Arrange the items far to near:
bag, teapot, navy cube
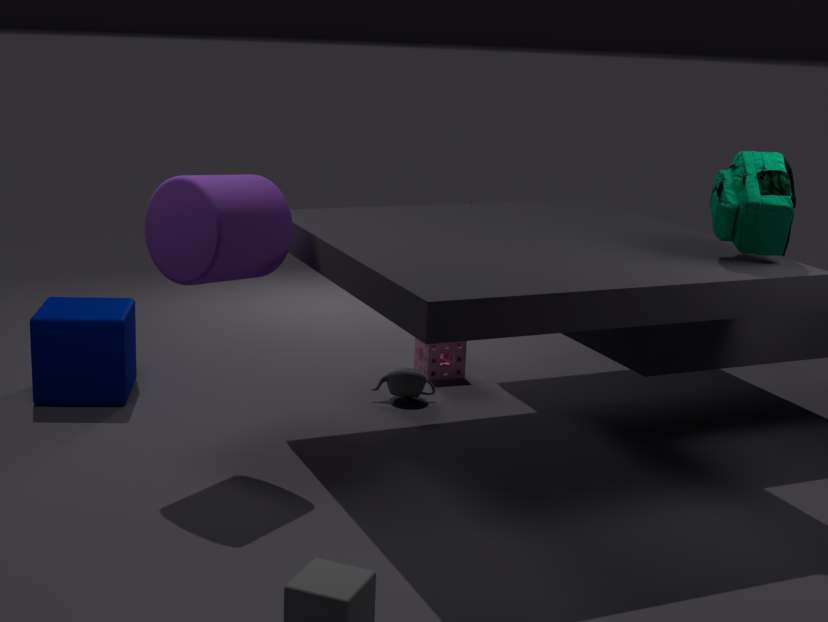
1. teapot
2. navy cube
3. bag
